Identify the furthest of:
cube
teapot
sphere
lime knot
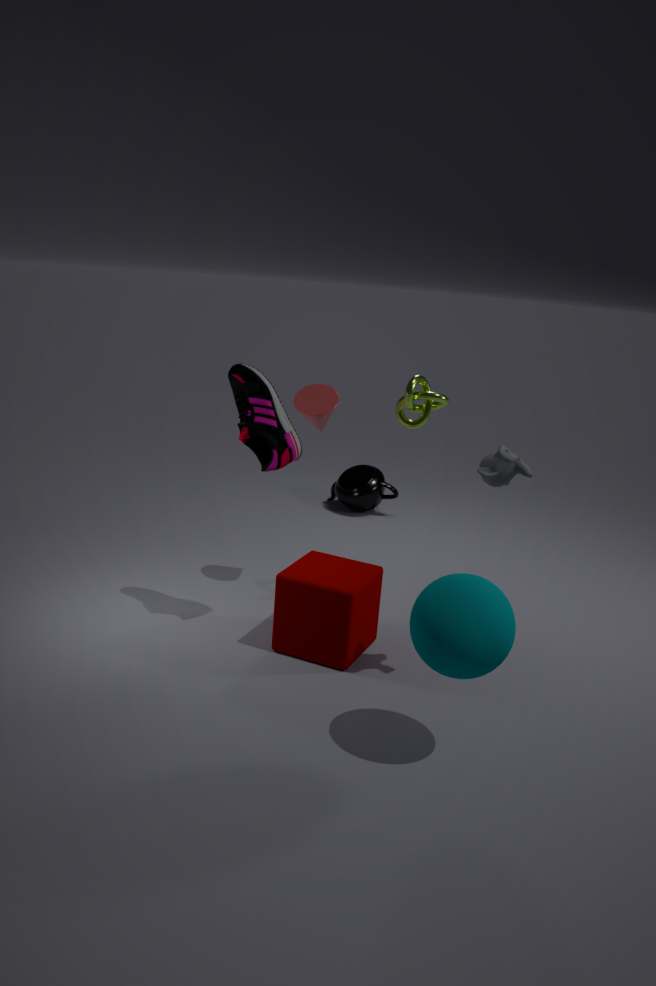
teapot
